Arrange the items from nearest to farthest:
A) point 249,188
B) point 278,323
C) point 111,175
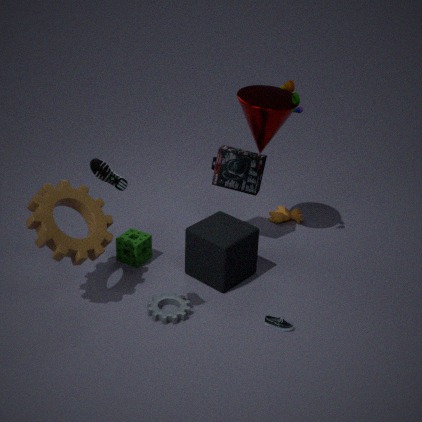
point 111,175
point 278,323
point 249,188
